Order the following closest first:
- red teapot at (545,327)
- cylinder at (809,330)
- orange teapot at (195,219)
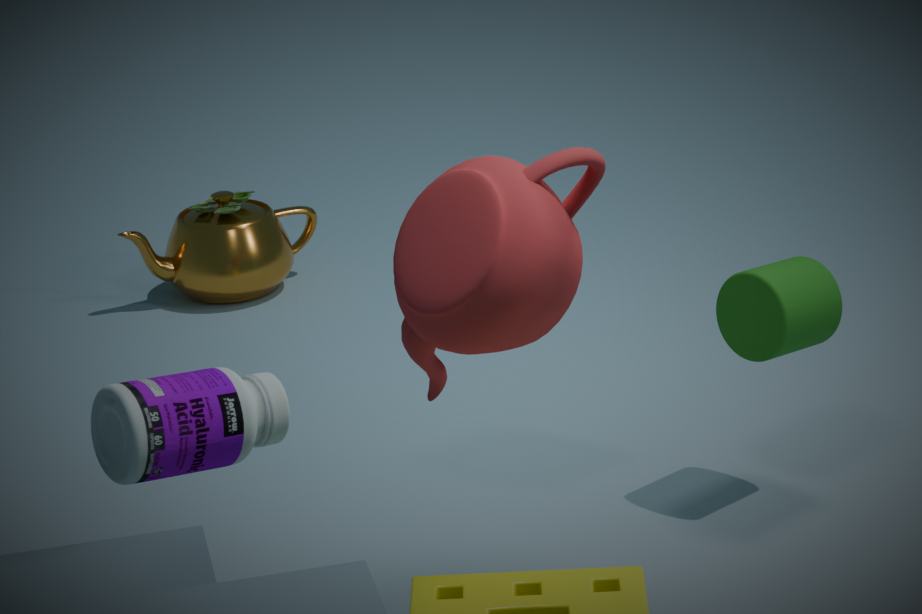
1. red teapot at (545,327)
2. cylinder at (809,330)
3. orange teapot at (195,219)
